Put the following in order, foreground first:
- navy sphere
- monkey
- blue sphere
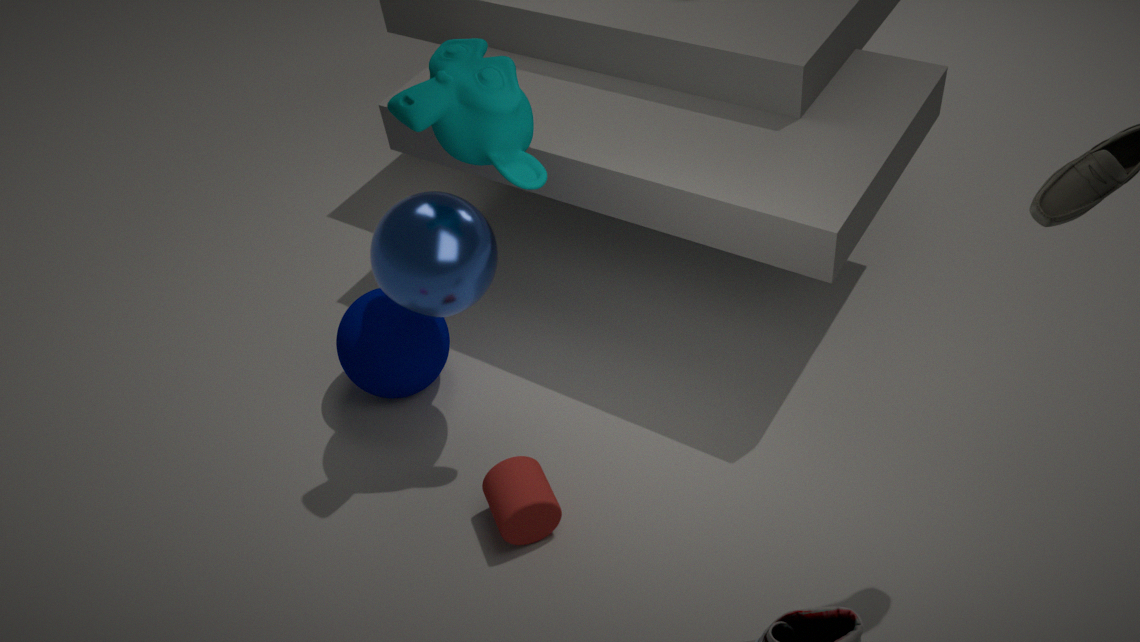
monkey → blue sphere → navy sphere
